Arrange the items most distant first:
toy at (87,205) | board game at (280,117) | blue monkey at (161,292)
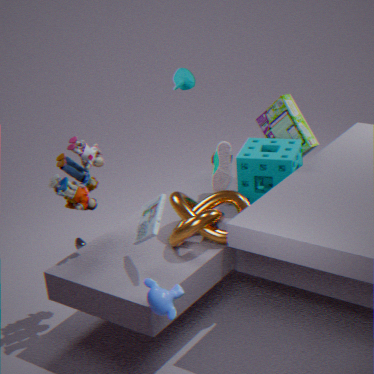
board game at (280,117) < toy at (87,205) < blue monkey at (161,292)
